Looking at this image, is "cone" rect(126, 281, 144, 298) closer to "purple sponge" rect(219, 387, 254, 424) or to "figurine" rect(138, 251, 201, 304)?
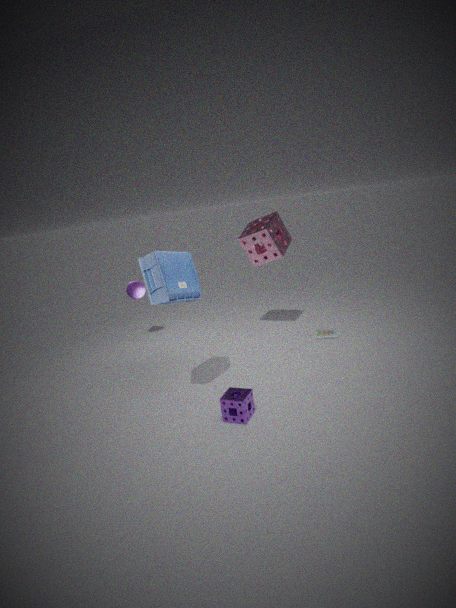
"figurine" rect(138, 251, 201, 304)
